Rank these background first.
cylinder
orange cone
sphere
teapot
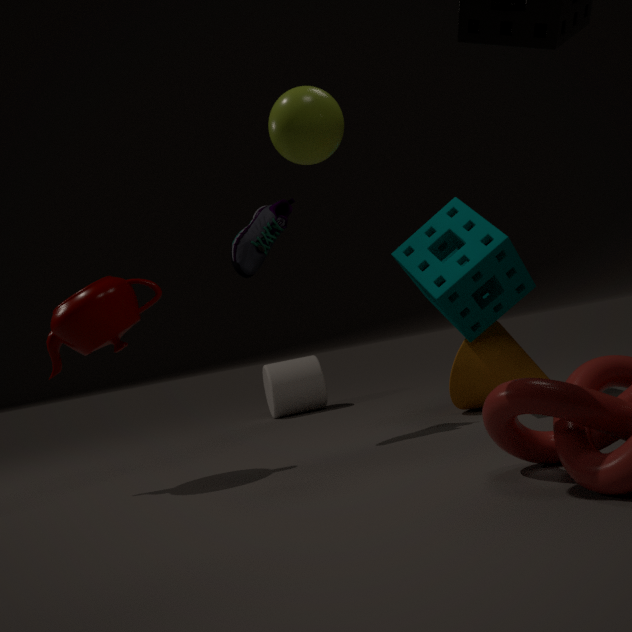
cylinder
orange cone
teapot
sphere
